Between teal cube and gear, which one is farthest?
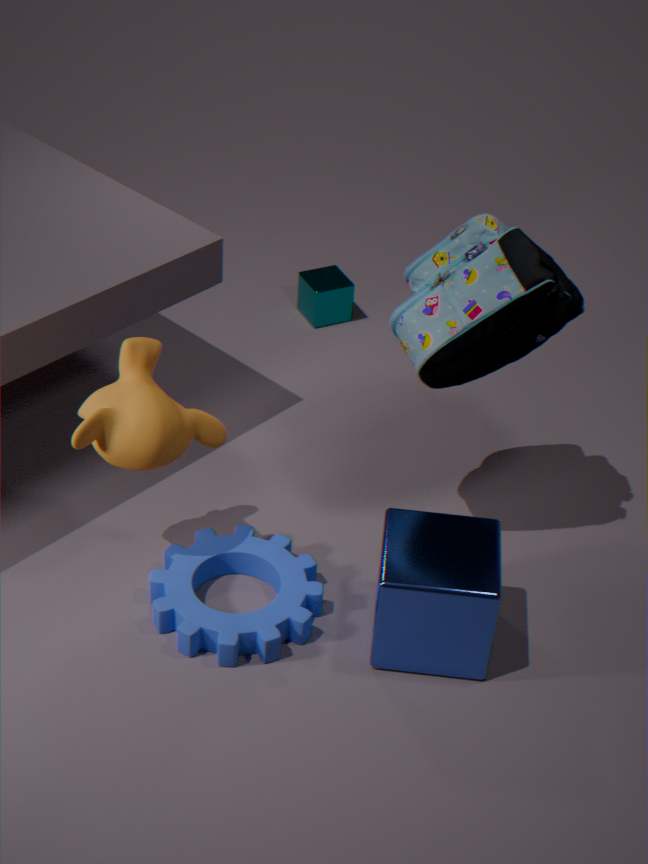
teal cube
